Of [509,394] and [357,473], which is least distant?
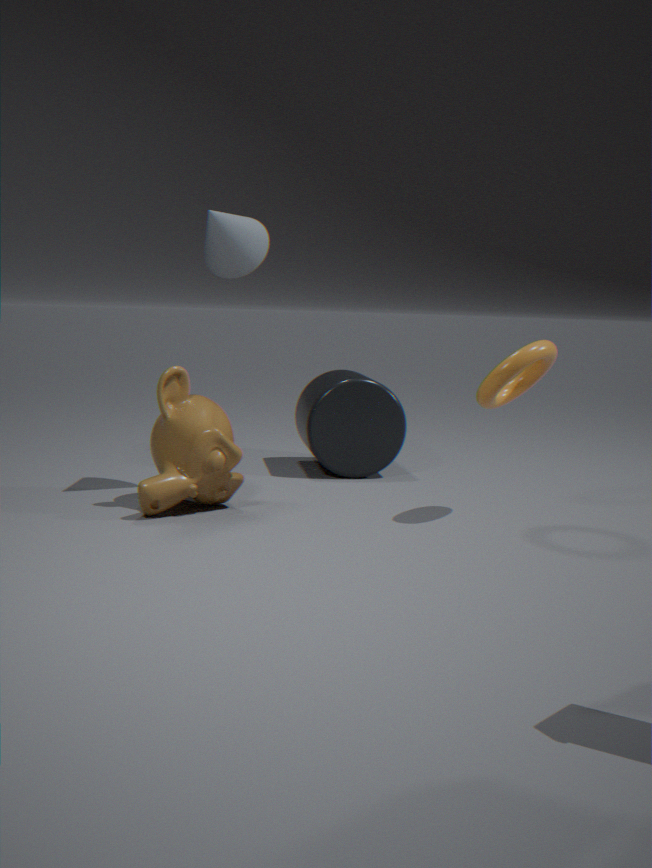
[509,394]
